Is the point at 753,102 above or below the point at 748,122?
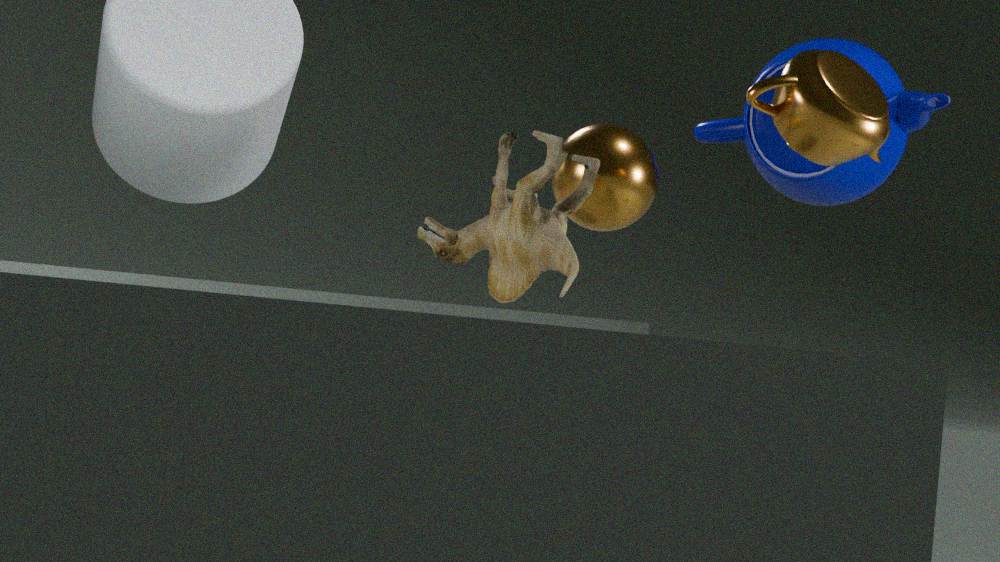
below
